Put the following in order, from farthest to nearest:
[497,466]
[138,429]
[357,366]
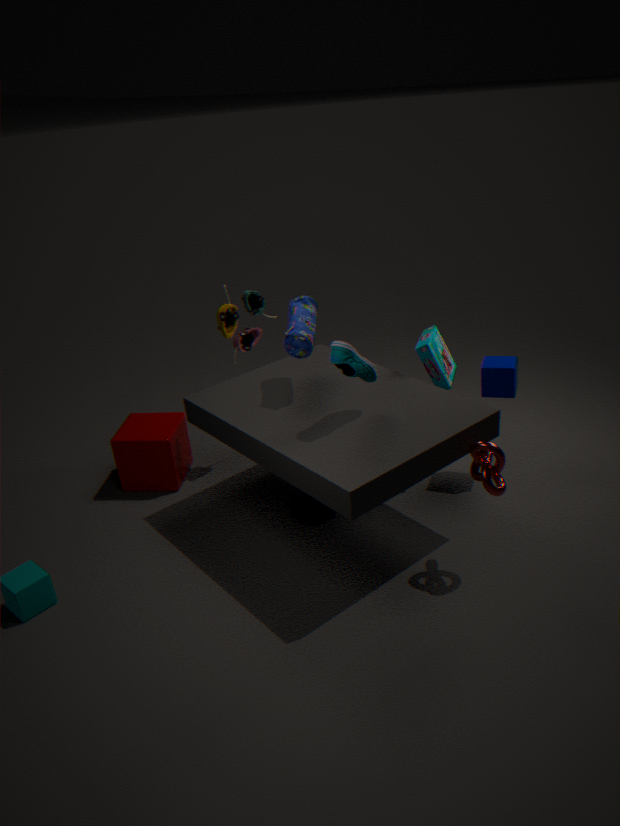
[138,429], [357,366], [497,466]
